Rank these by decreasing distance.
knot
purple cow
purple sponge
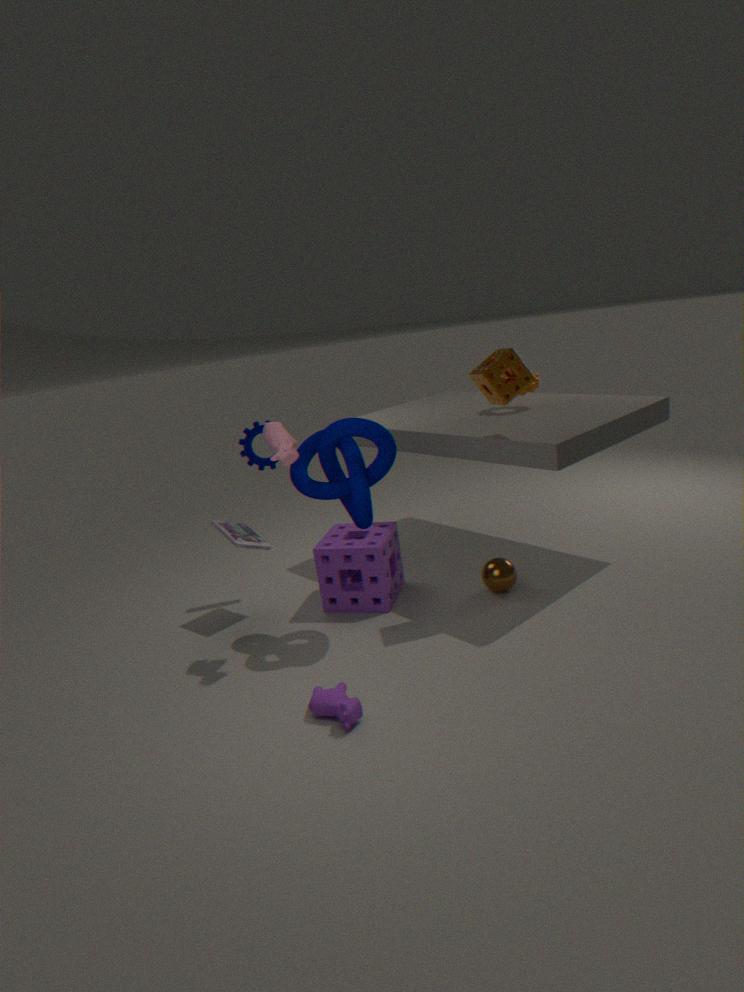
purple sponge < knot < purple cow
